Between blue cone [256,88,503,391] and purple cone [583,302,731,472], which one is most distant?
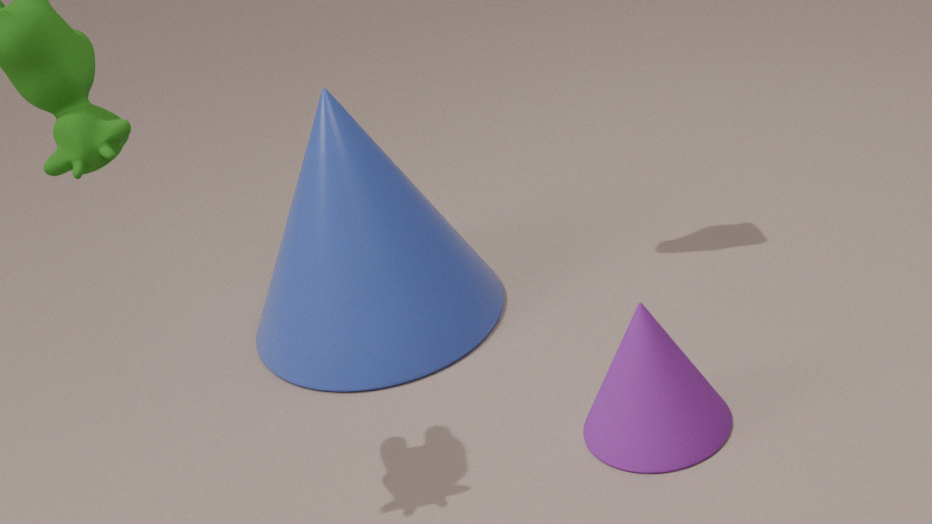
blue cone [256,88,503,391]
